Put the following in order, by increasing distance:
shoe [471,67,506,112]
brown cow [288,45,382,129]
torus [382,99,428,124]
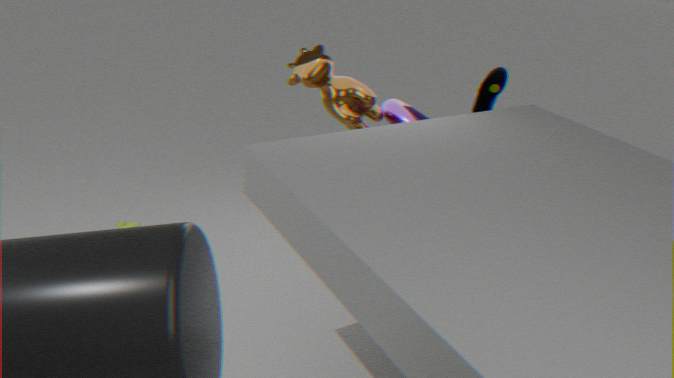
brown cow [288,45,382,129] → torus [382,99,428,124] → shoe [471,67,506,112]
